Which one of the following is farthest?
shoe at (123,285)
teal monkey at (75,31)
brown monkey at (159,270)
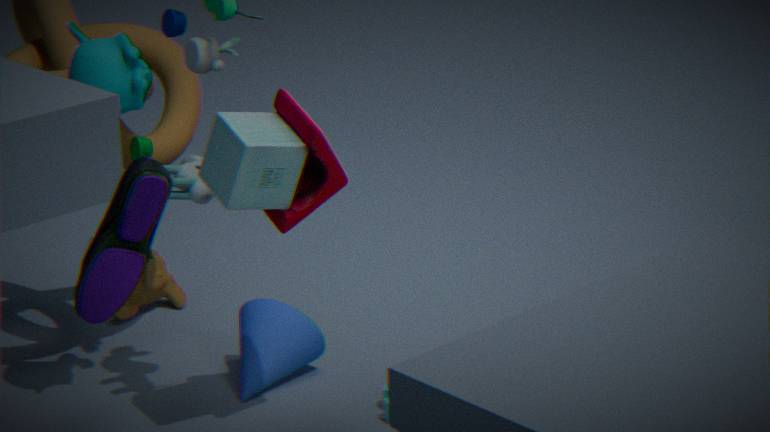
brown monkey at (159,270)
